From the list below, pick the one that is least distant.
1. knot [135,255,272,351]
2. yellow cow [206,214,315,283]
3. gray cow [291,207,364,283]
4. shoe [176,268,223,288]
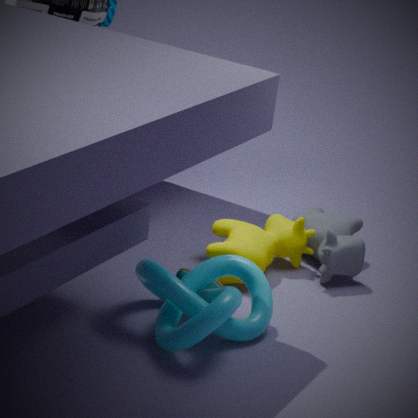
knot [135,255,272,351]
